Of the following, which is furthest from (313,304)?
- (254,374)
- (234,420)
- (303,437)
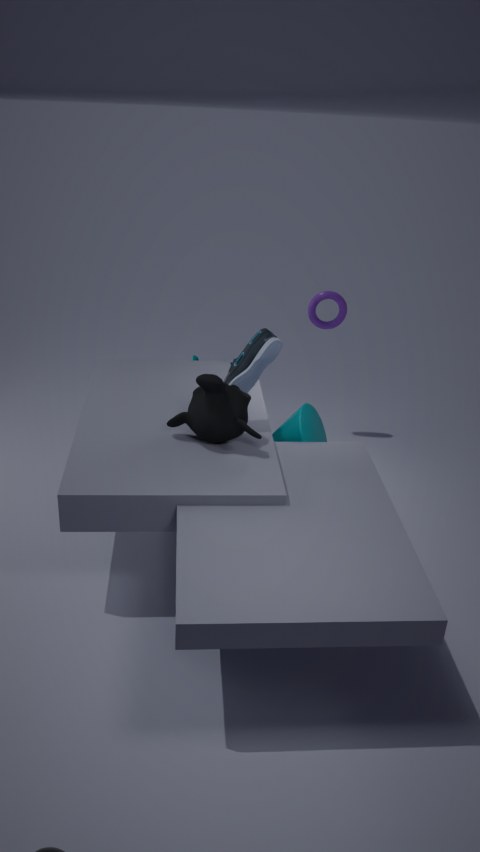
(234,420)
